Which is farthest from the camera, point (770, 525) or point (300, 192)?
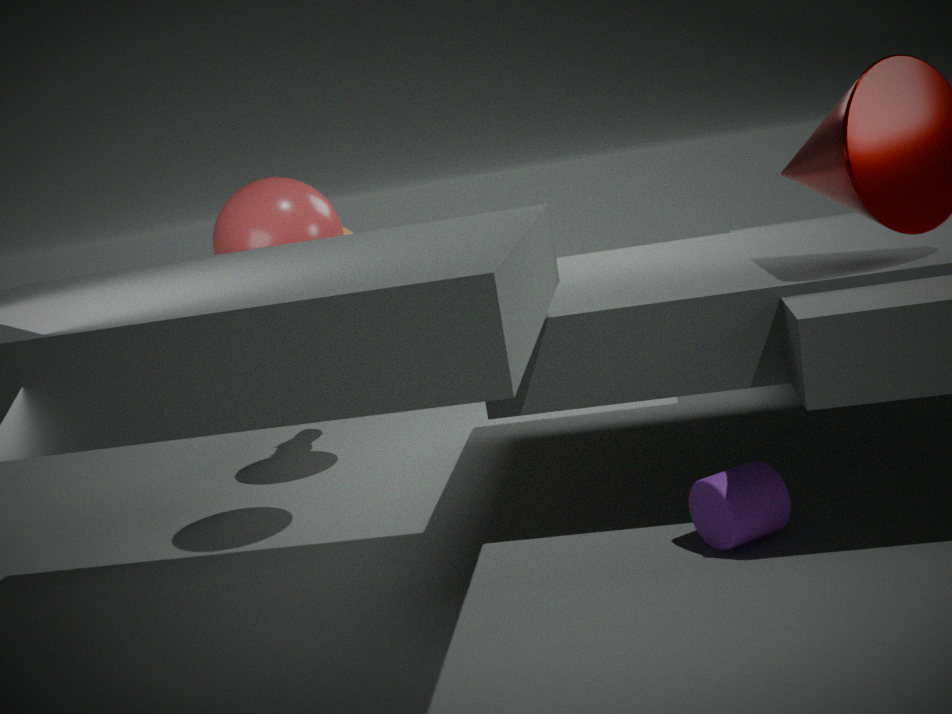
point (300, 192)
